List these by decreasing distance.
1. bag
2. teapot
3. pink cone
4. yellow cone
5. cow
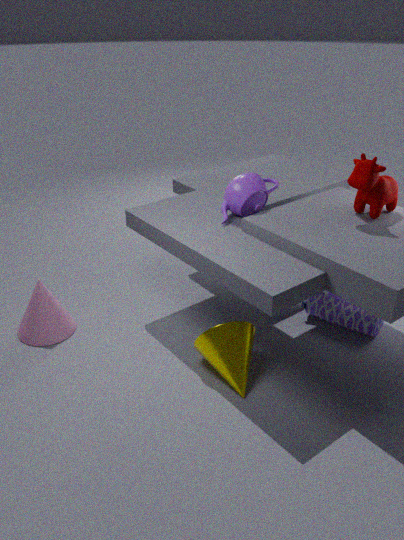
bag
pink cone
teapot
cow
yellow cone
